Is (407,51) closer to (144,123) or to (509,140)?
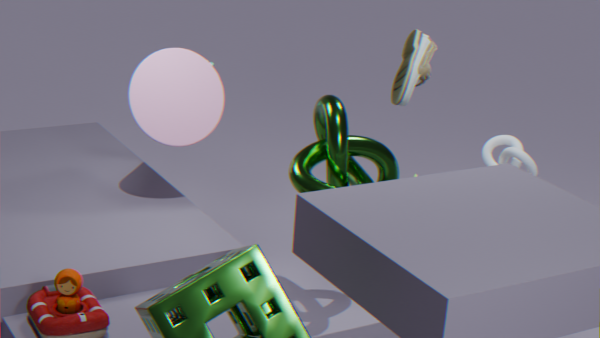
(509,140)
